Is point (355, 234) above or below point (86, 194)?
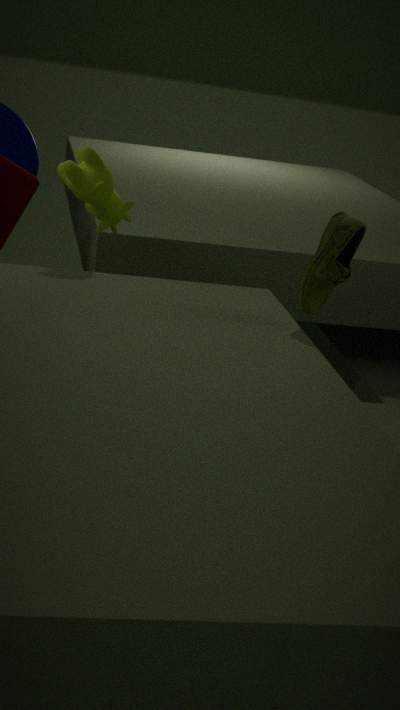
below
